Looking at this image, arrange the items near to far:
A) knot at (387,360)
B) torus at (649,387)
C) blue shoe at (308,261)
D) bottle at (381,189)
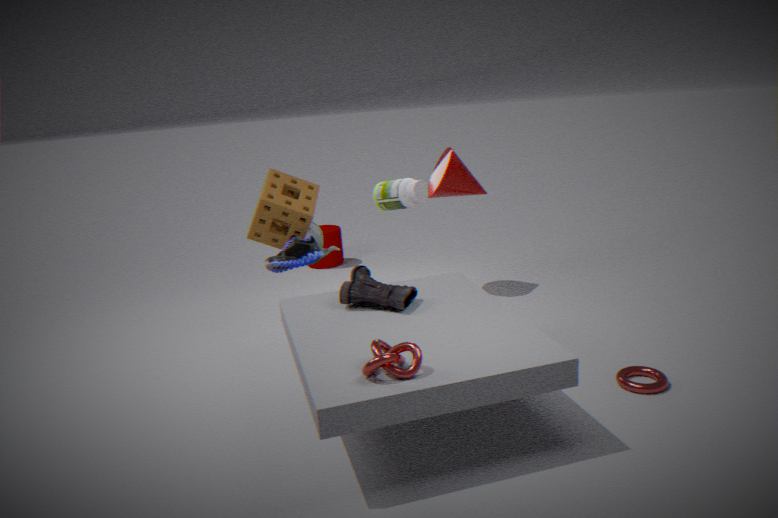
1. knot at (387,360)
2. torus at (649,387)
3. blue shoe at (308,261)
4. bottle at (381,189)
